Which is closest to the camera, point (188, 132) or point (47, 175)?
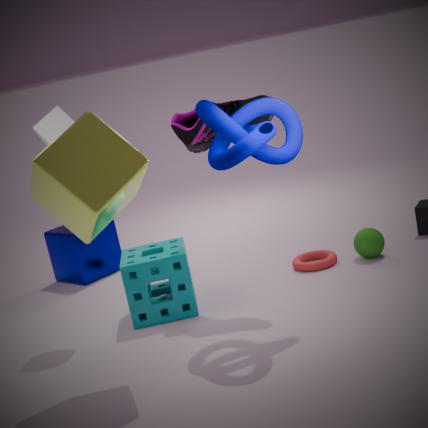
point (47, 175)
